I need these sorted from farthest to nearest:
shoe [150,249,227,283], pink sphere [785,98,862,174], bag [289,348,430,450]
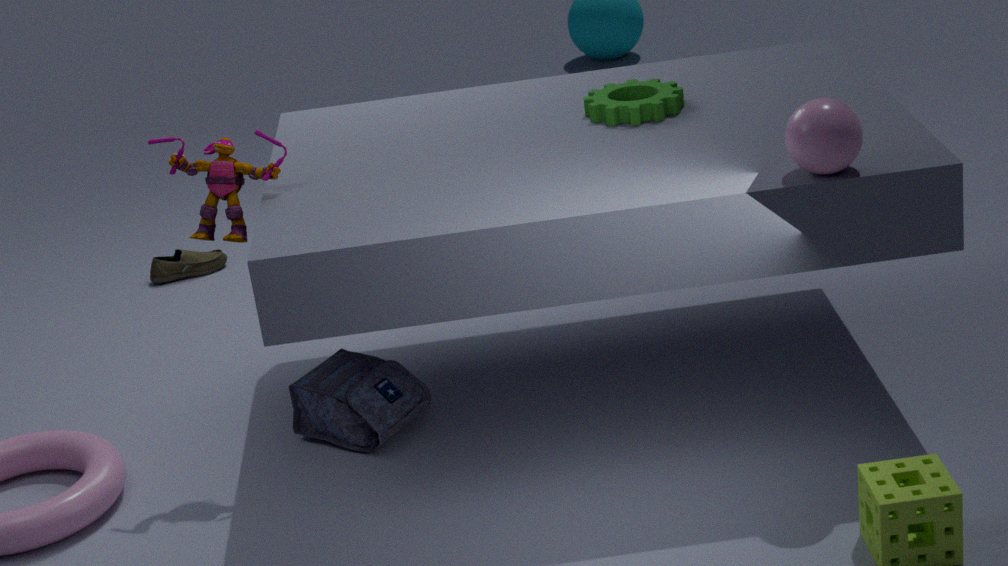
shoe [150,249,227,283] < bag [289,348,430,450] < pink sphere [785,98,862,174]
